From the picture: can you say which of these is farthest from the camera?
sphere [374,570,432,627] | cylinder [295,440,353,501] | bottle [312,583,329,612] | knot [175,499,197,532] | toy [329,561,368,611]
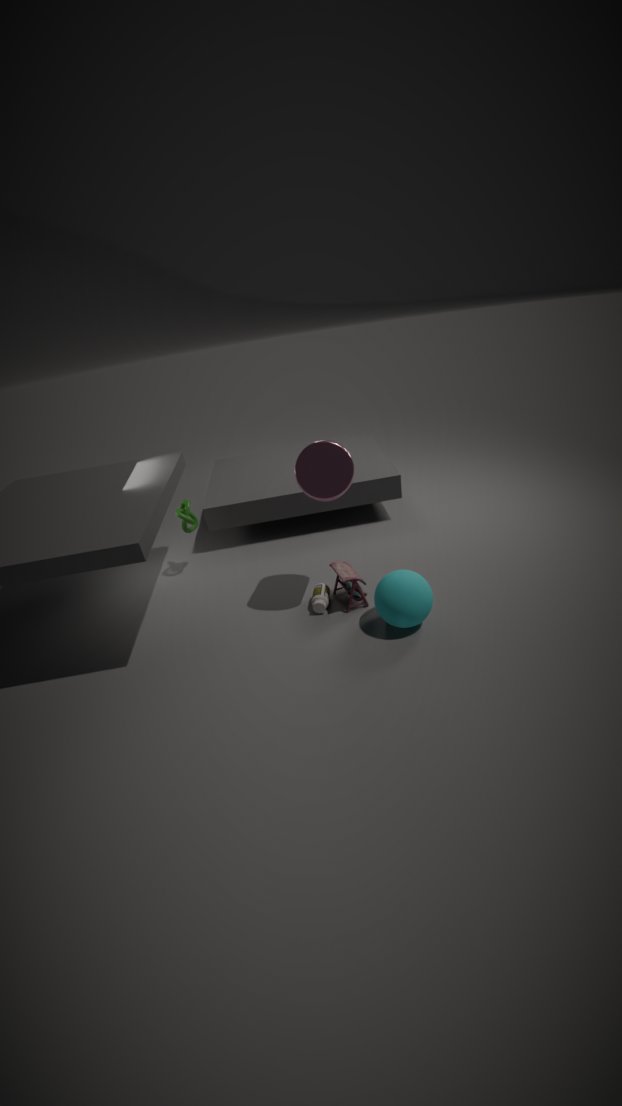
knot [175,499,197,532]
